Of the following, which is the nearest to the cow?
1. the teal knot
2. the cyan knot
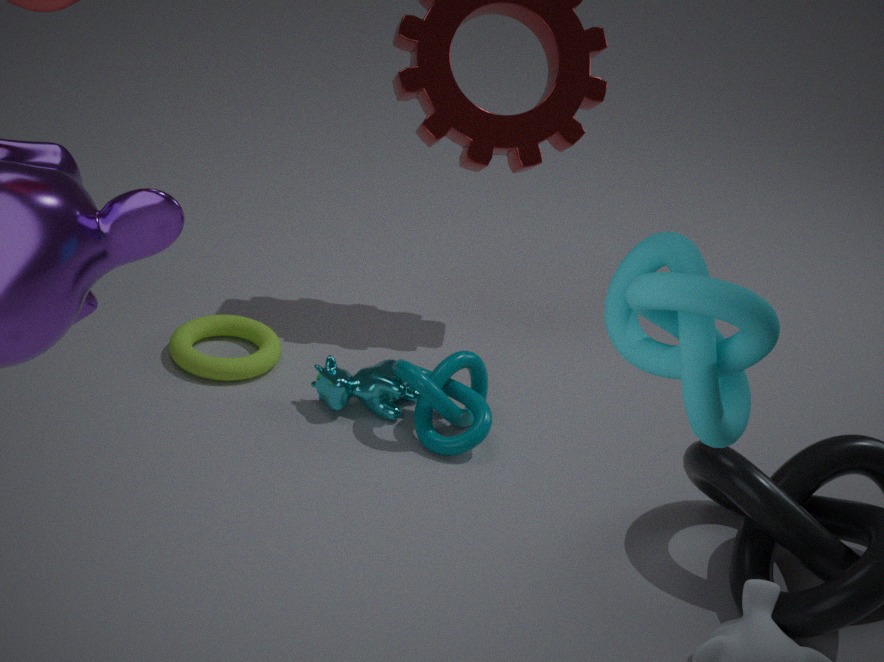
the teal knot
